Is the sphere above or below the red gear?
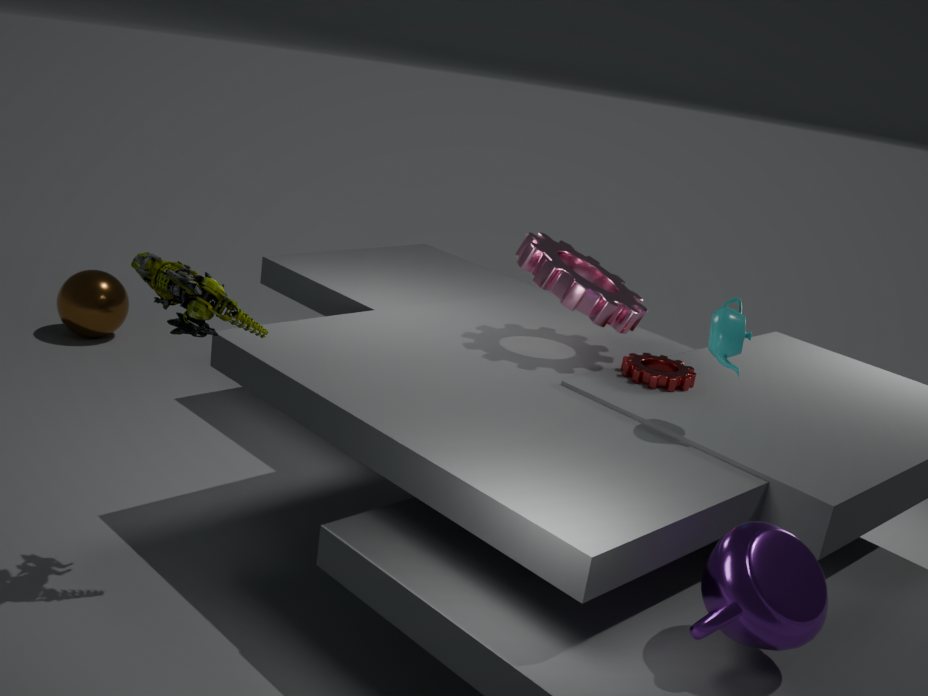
below
